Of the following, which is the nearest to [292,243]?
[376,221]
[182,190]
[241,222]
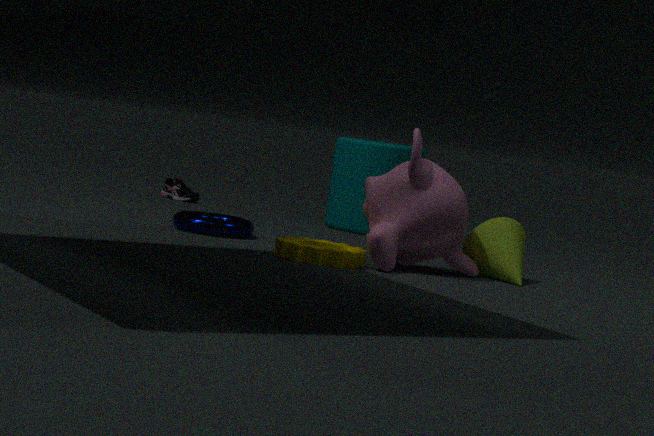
[376,221]
